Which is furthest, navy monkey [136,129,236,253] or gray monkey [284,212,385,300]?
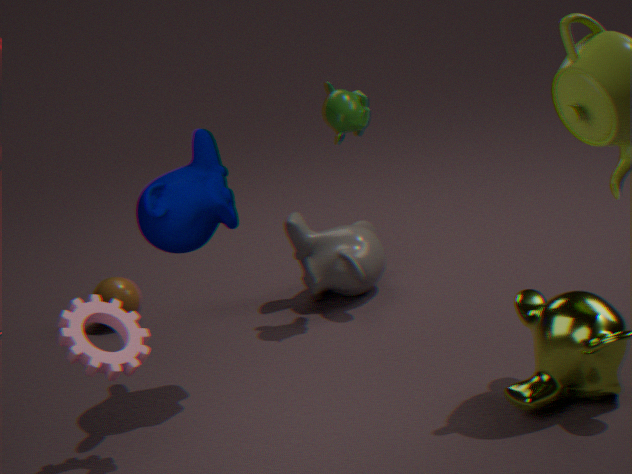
gray monkey [284,212,385,300]
